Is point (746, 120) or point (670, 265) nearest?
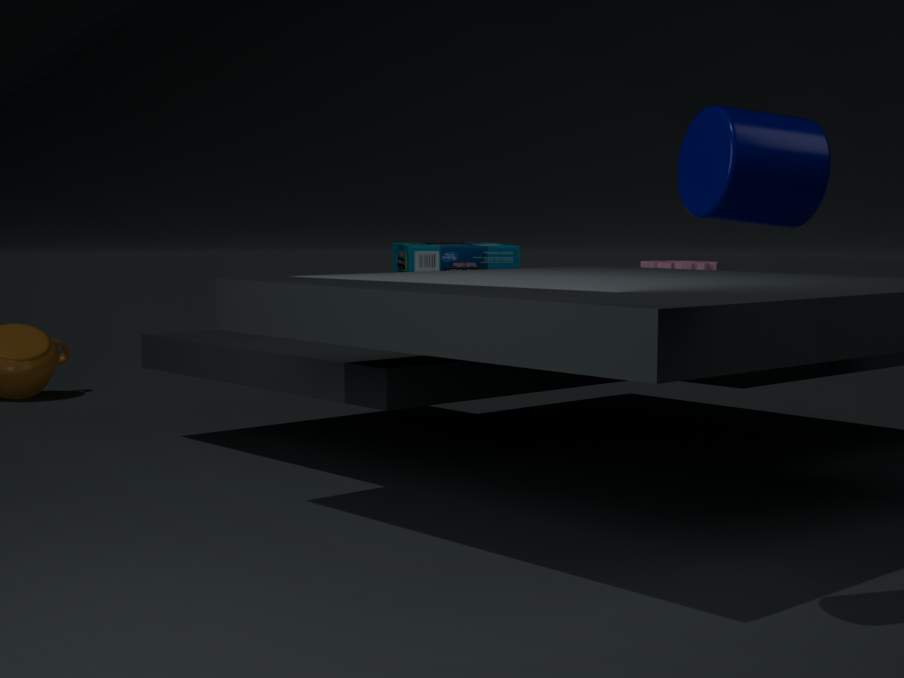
point (746, 120)
